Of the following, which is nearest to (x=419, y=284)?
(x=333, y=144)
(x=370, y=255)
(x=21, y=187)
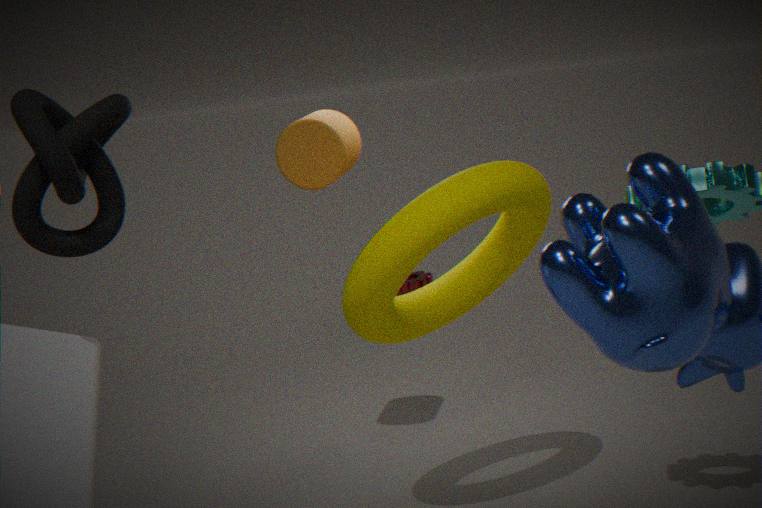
(x=333, y=144)
